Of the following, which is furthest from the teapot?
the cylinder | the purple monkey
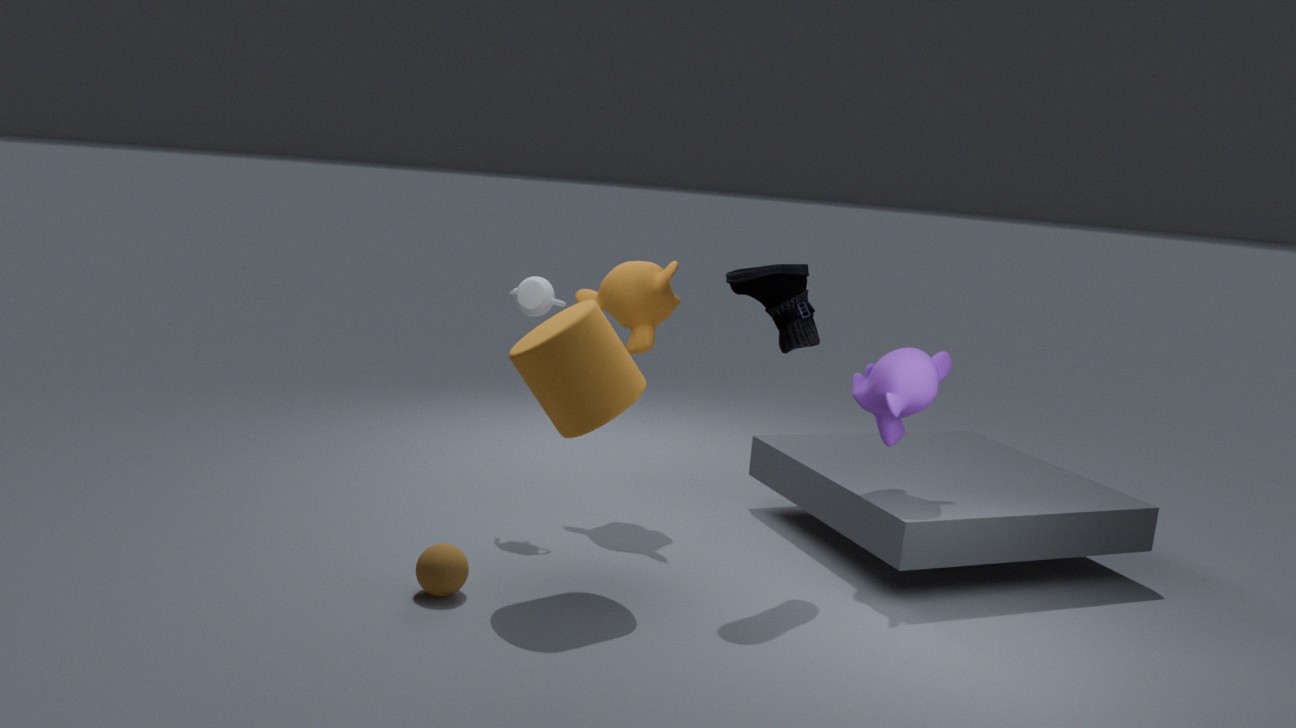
the purple monkey
